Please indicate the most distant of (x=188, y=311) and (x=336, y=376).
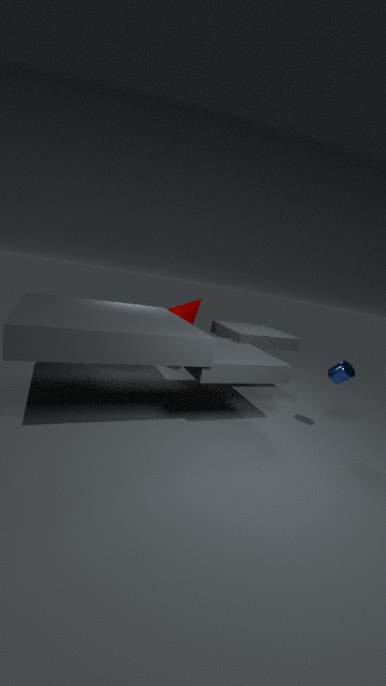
(x=188, y=311)
